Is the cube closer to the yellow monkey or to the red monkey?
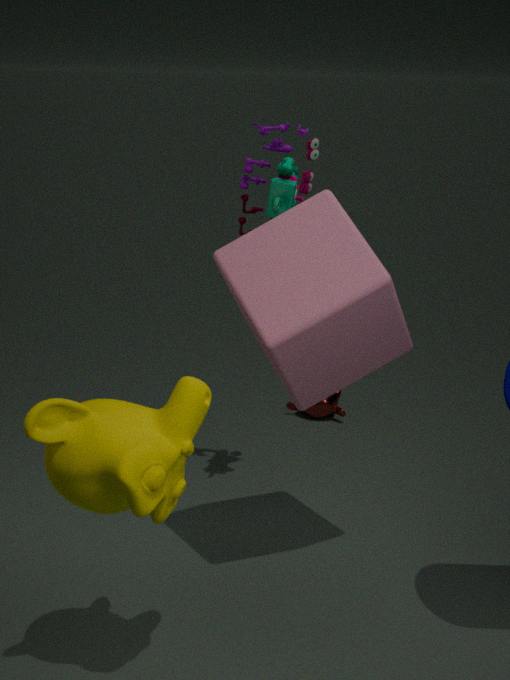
the yellow monkey
